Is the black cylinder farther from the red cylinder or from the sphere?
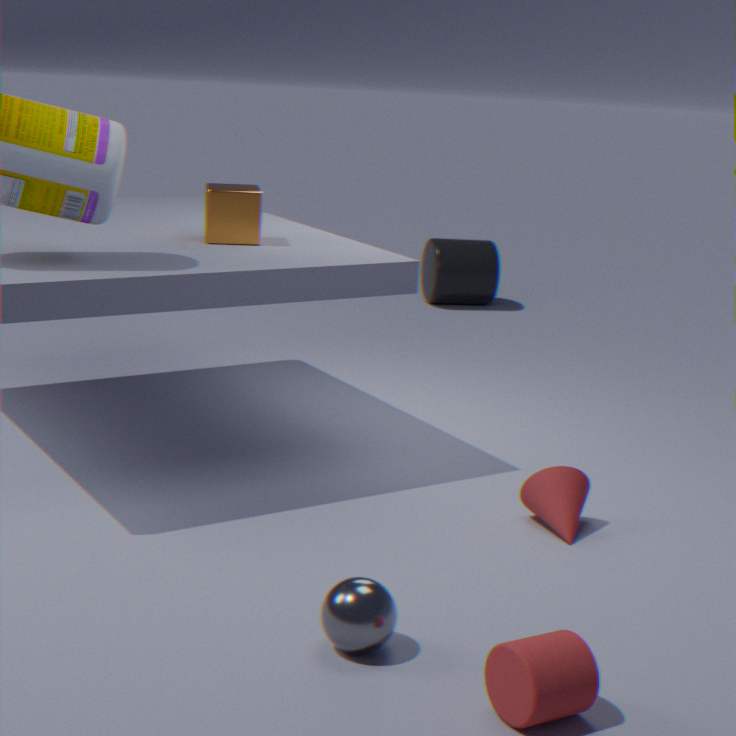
the red cylinder
